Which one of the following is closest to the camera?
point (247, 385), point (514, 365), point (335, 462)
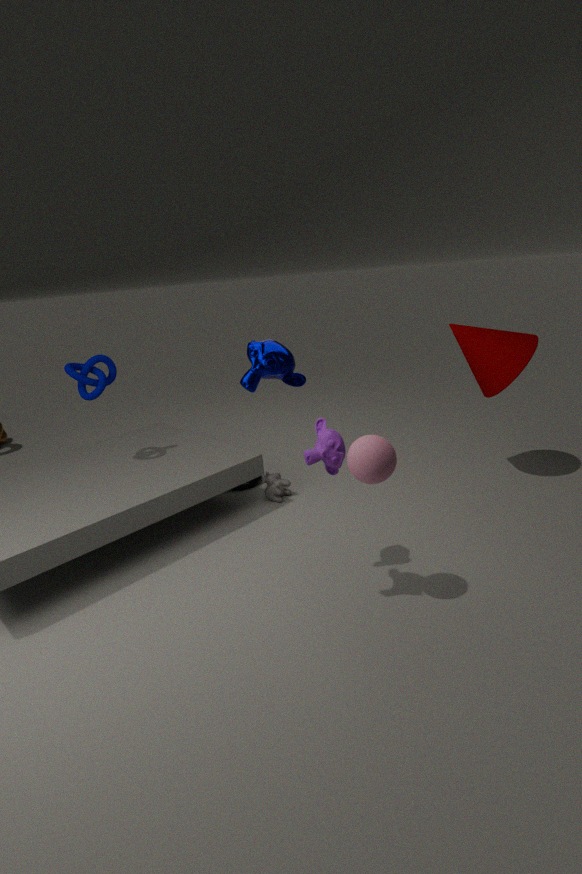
point (247, 385)
